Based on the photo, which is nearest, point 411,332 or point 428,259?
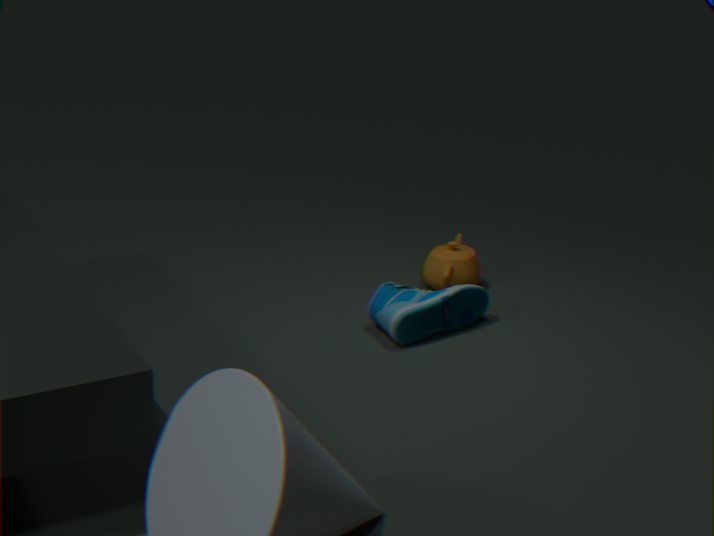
point 411,332
